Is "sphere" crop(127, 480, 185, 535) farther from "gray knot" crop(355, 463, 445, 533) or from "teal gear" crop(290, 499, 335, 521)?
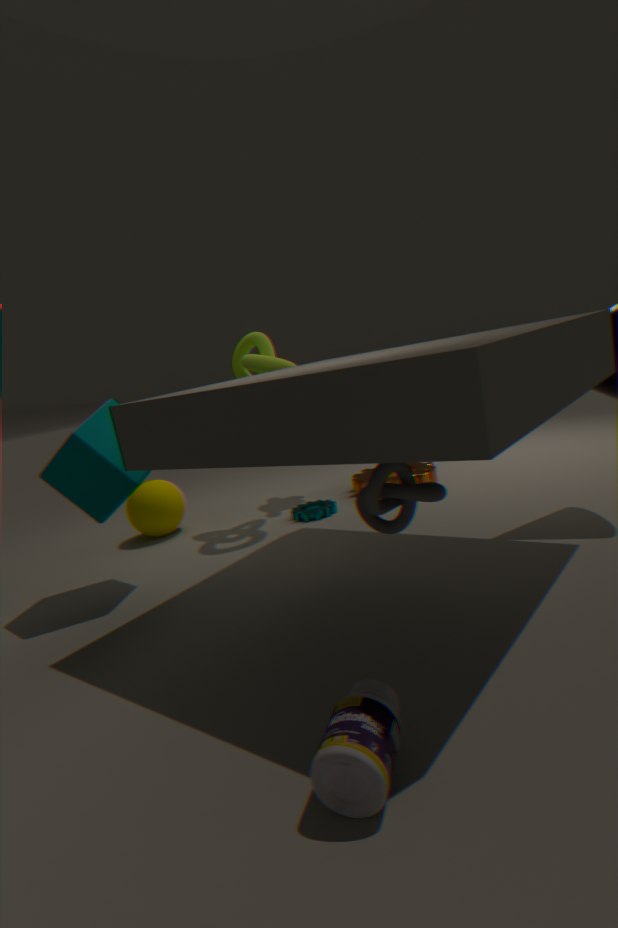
"gray knot" crop(355, 463, 445, 533)
